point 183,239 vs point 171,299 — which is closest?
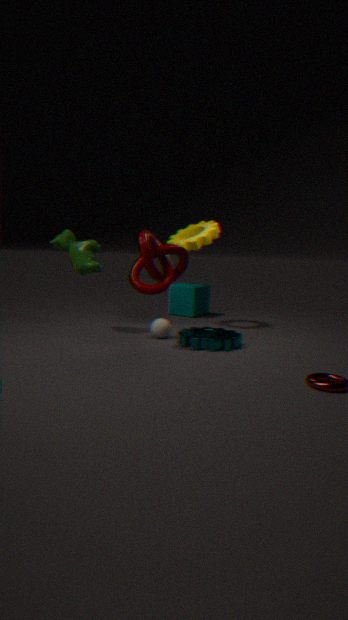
point 183,239
